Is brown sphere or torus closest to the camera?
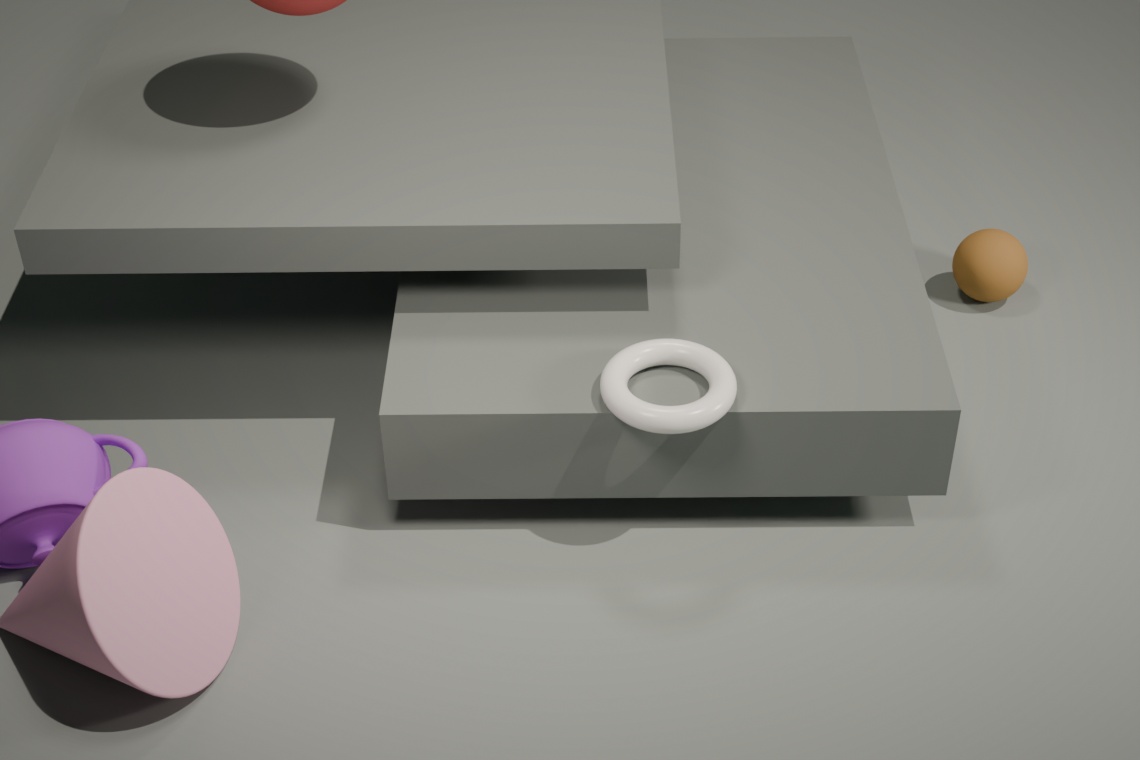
torus
